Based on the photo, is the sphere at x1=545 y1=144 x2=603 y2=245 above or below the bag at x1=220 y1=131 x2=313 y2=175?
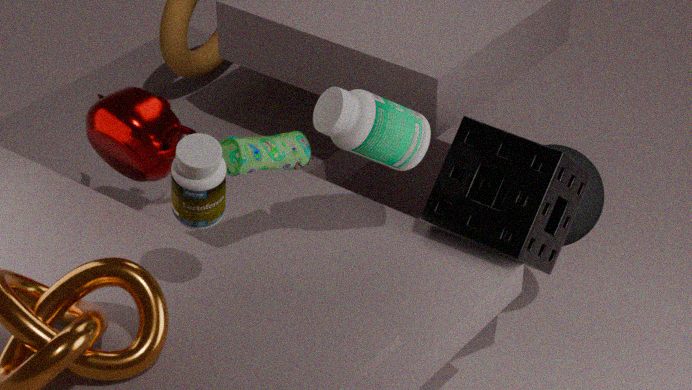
below
